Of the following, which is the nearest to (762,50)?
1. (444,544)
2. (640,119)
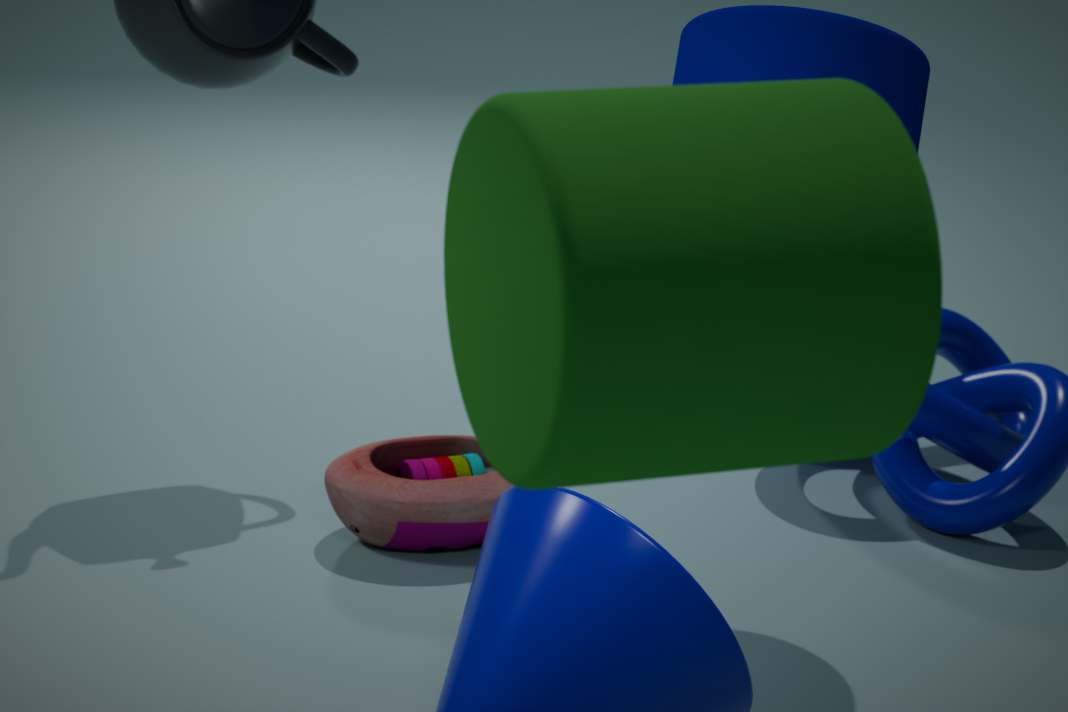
(444,544)
